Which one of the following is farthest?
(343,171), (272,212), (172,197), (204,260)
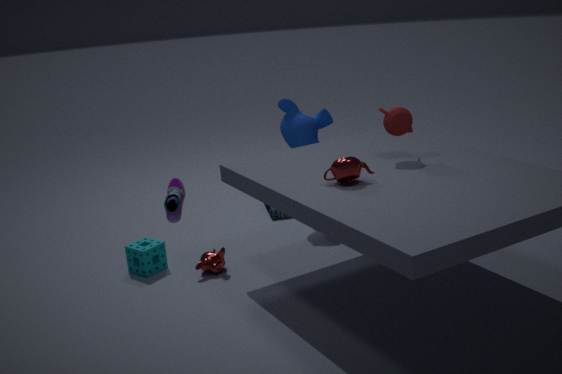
(272,212)
